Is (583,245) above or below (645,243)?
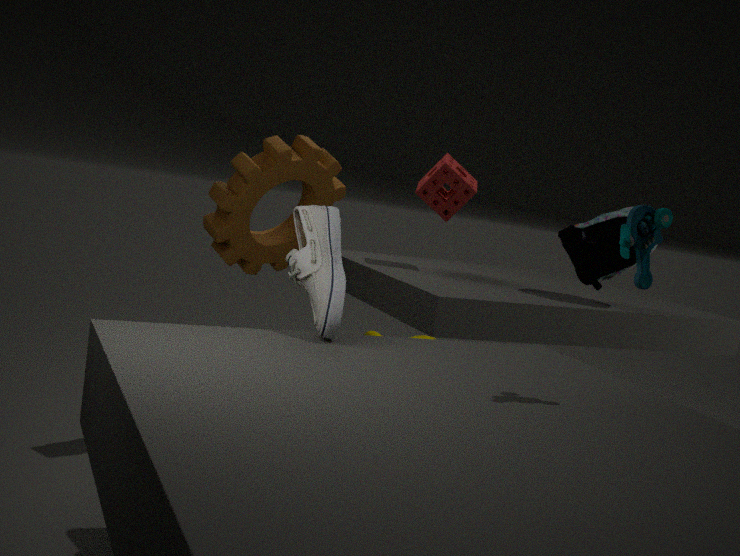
below
